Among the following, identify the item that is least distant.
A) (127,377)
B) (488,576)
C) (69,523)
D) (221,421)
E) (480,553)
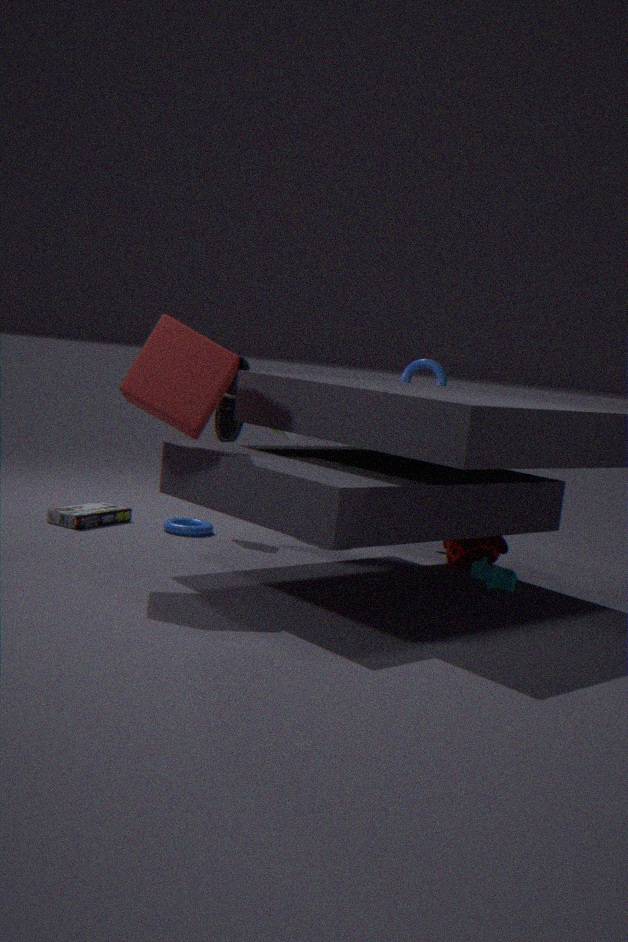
(127,377)
